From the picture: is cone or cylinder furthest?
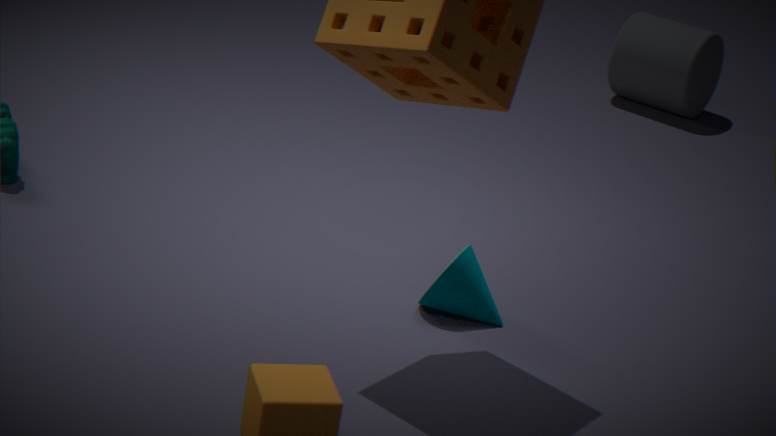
cylinder
